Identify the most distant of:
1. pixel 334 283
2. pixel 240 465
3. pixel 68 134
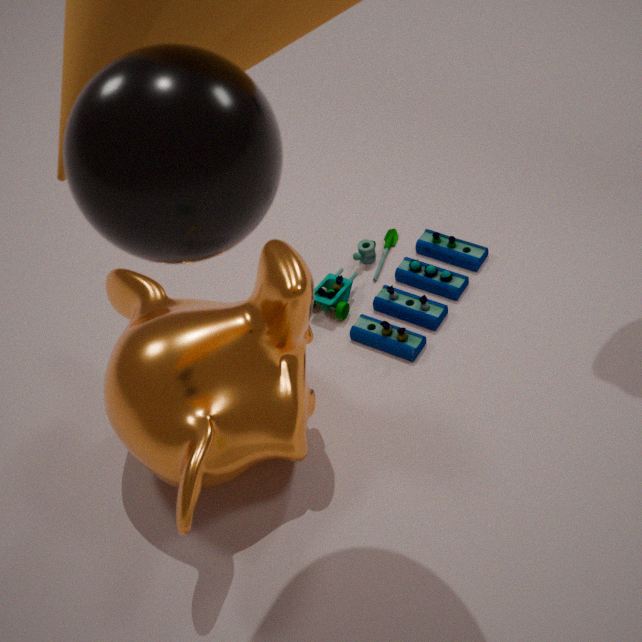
pixel 334 283
